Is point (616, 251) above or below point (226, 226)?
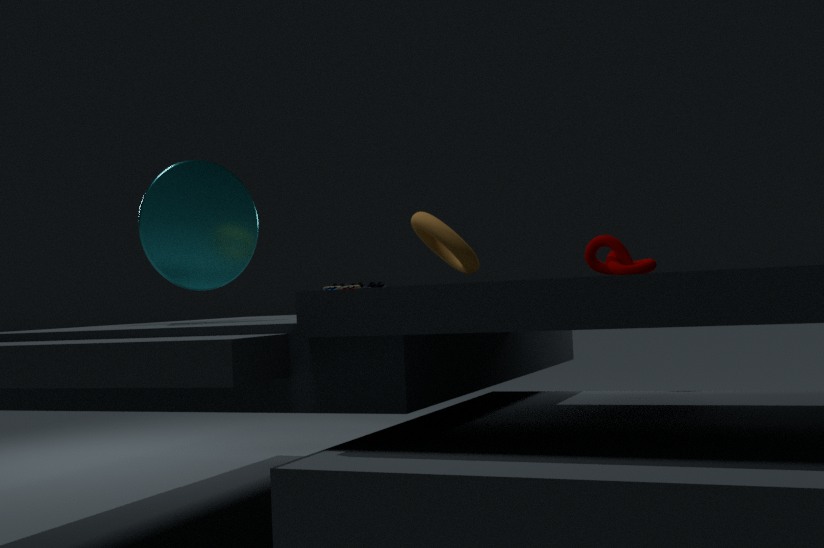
below
